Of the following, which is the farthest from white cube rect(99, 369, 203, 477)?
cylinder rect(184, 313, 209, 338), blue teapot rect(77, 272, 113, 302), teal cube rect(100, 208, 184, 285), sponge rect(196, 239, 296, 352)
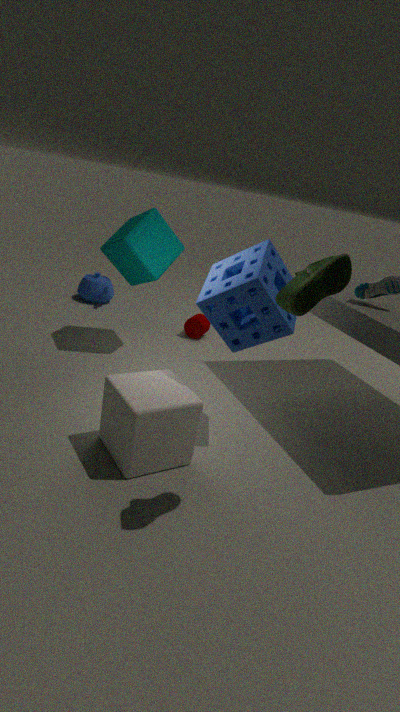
blue teapot rect(77, 272, 113, 302)
